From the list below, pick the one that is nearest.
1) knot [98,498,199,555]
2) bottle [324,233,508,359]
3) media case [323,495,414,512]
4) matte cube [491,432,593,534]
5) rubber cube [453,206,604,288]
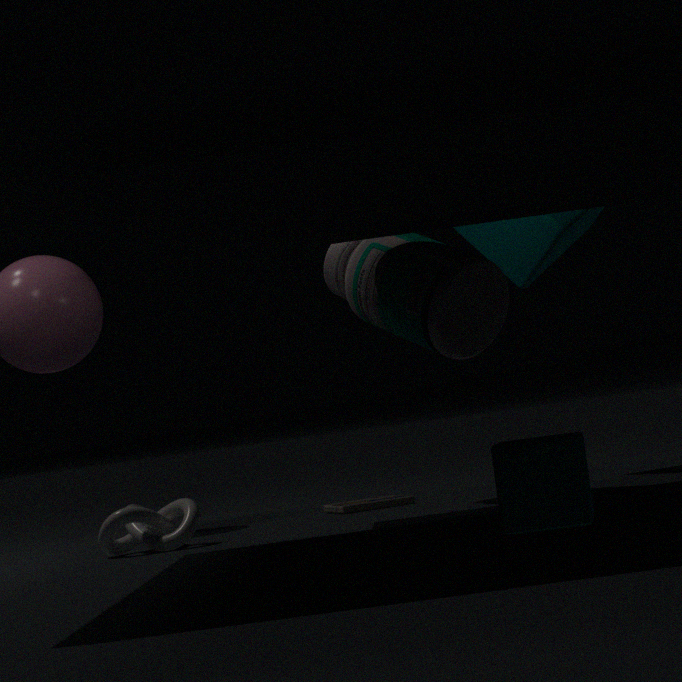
4. matte cube [491,432,593,534]
